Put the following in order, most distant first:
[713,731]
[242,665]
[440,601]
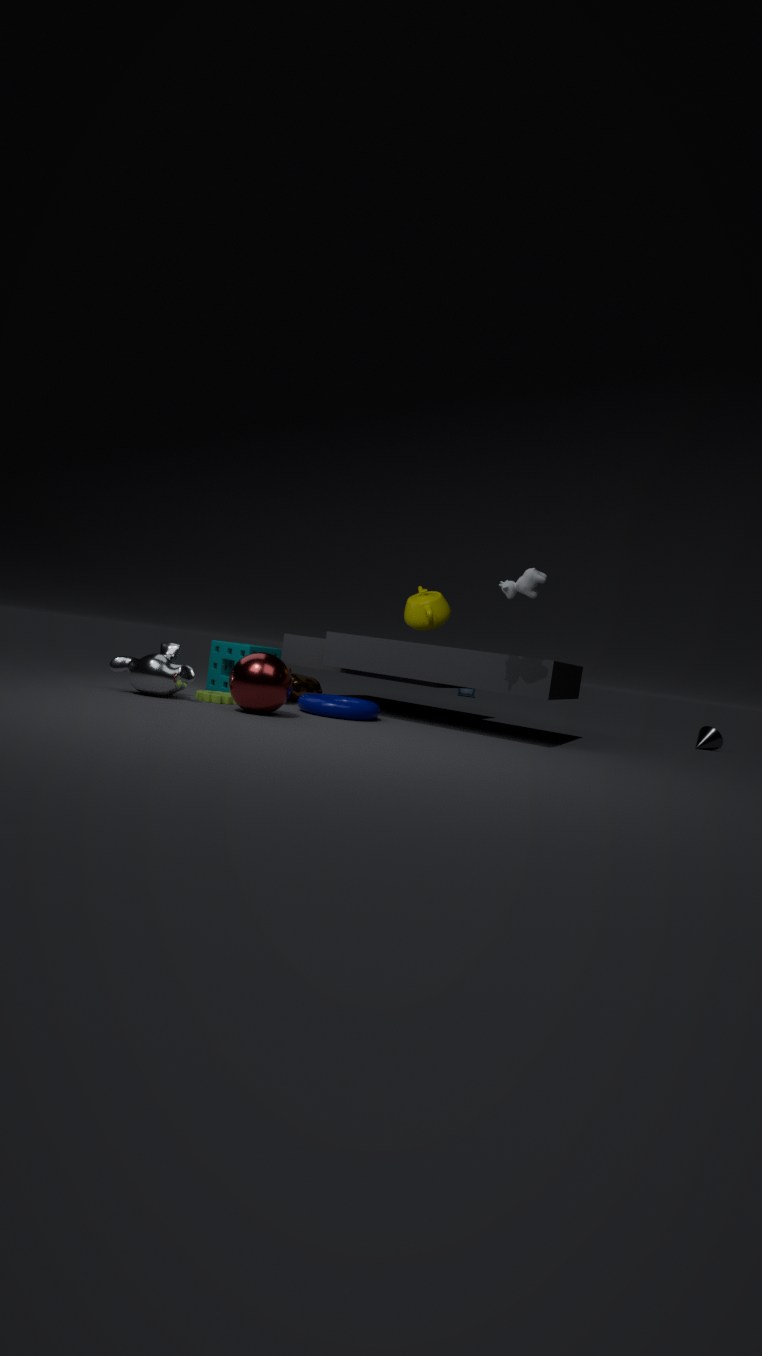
[713,731]
[440,601]
[242,665]
